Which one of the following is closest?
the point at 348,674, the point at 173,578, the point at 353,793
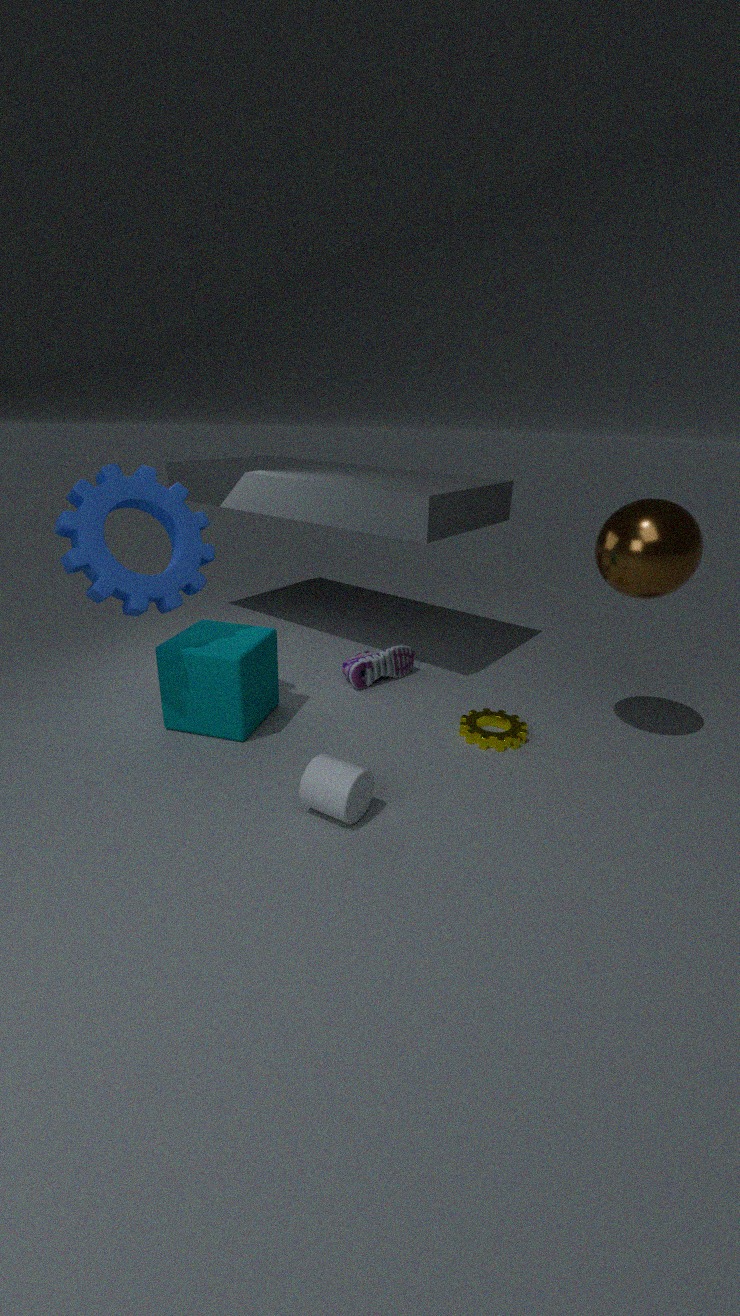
the point at 353,793
